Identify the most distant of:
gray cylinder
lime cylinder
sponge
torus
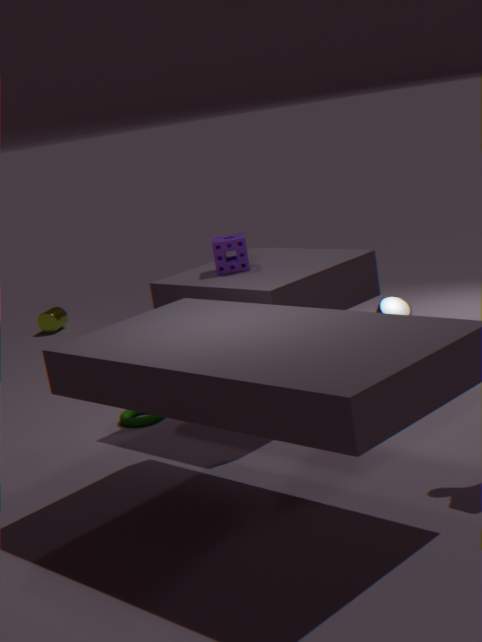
lime cylinder
